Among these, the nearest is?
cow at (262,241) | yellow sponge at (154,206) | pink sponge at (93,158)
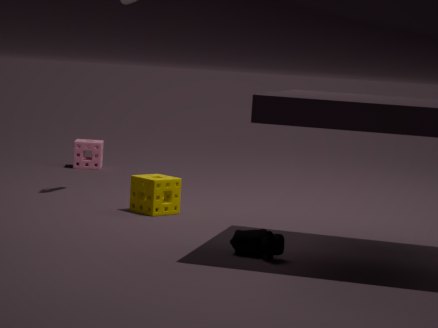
cow at (262,241)
